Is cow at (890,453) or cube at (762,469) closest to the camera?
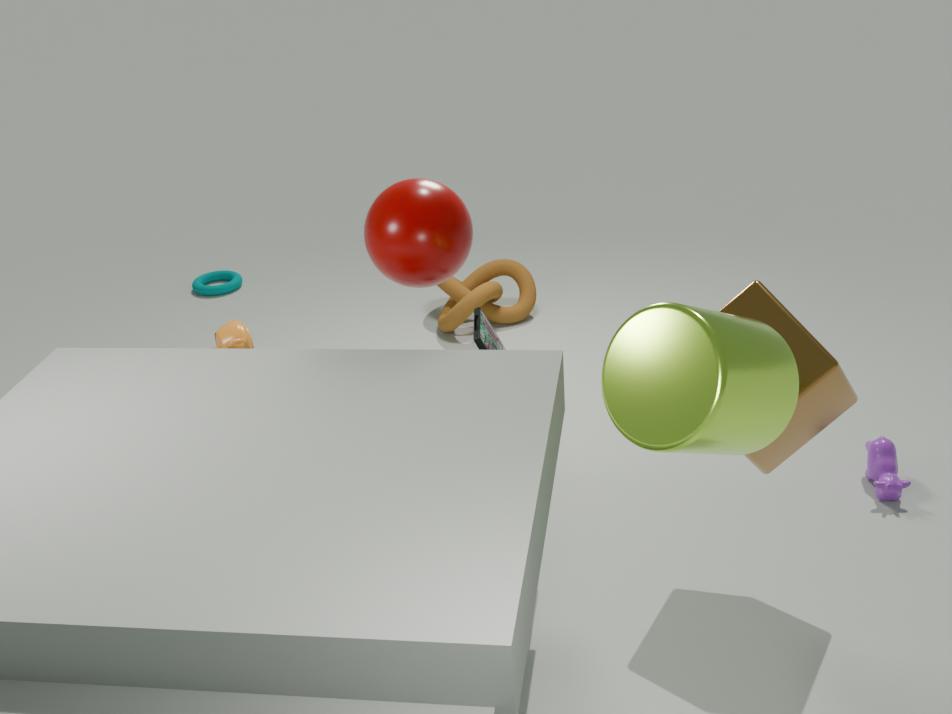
cube at (762,469)
